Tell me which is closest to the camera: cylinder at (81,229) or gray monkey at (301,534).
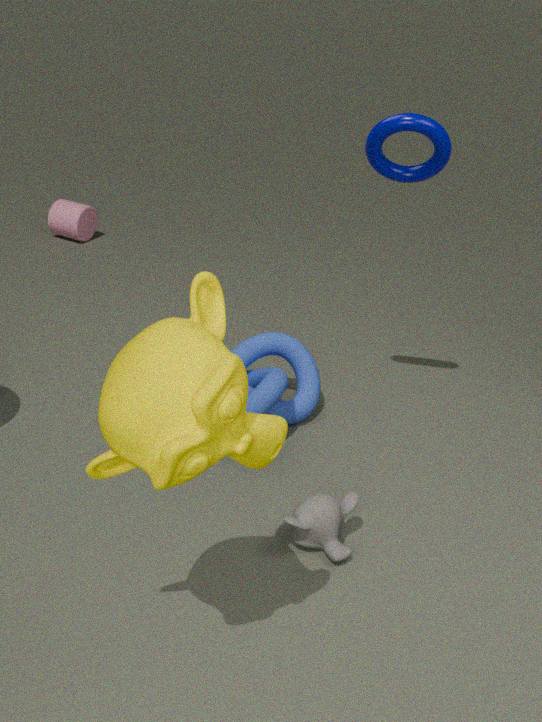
gray monkey at (301,534)
